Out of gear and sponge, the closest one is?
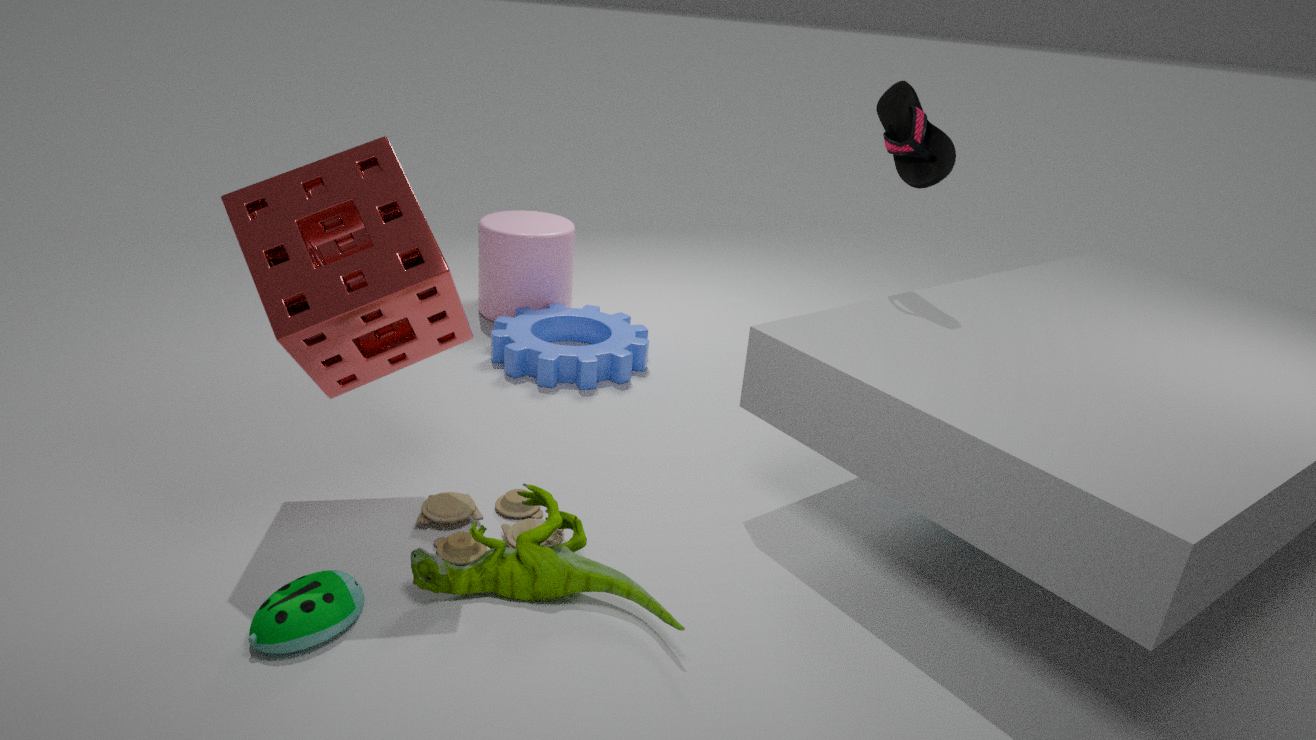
sponge
